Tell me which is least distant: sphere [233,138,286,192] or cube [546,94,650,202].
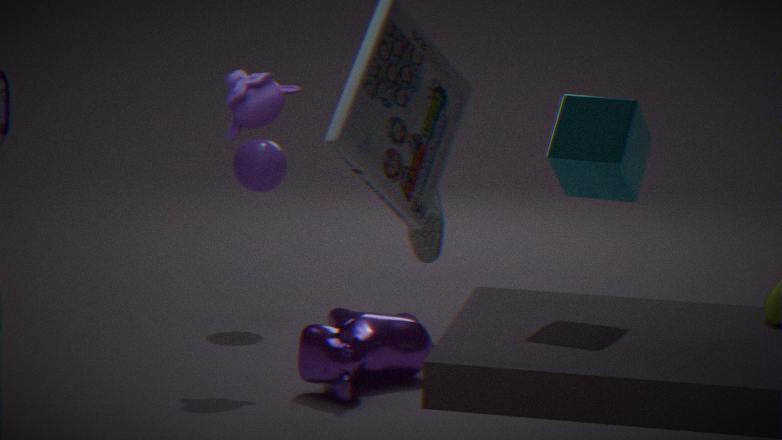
cube [546,94,650,202]
